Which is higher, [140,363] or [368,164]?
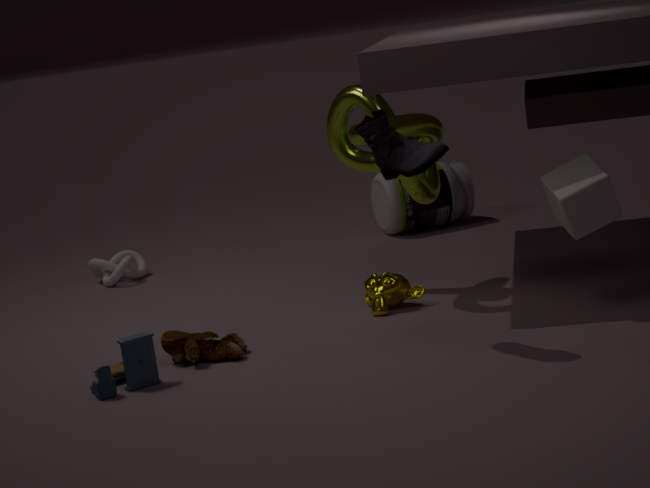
[368,164]
